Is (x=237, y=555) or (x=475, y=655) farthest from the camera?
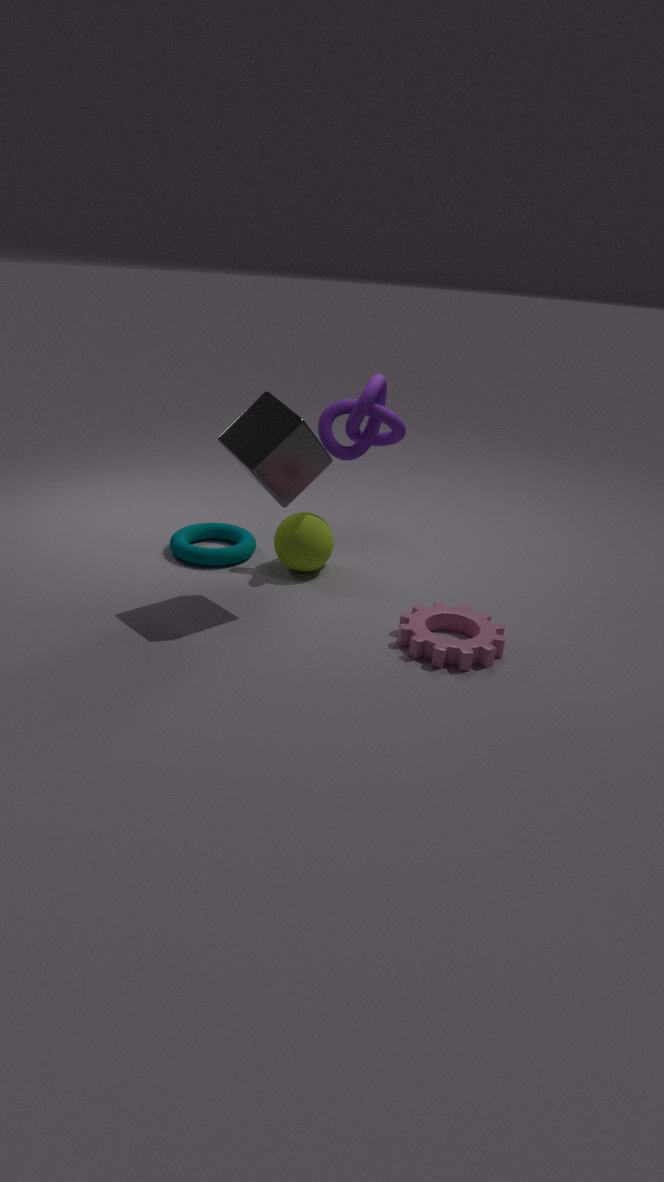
(x=237, y=555)
